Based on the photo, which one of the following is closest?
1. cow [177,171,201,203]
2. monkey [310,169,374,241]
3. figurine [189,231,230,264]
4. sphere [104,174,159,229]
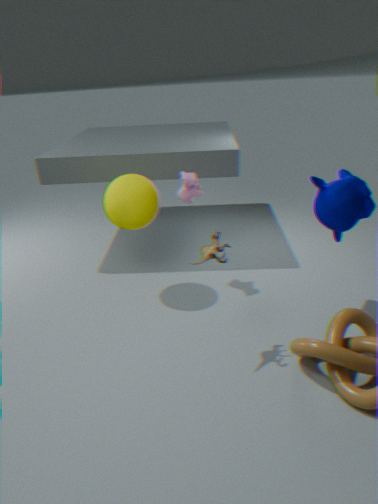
figurine [189,231,230,264]
